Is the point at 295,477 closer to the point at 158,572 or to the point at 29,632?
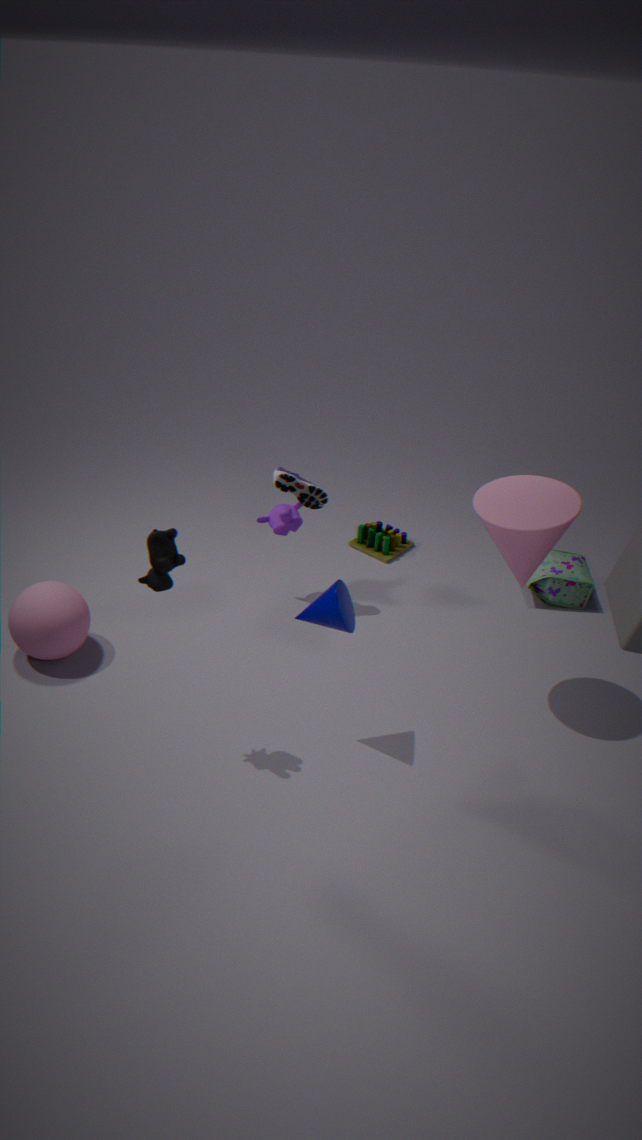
the point at 158,572
